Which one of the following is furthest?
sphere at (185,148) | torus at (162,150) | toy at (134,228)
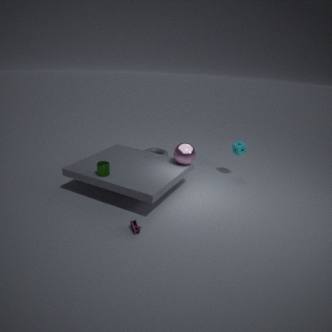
torus at (162,150)
